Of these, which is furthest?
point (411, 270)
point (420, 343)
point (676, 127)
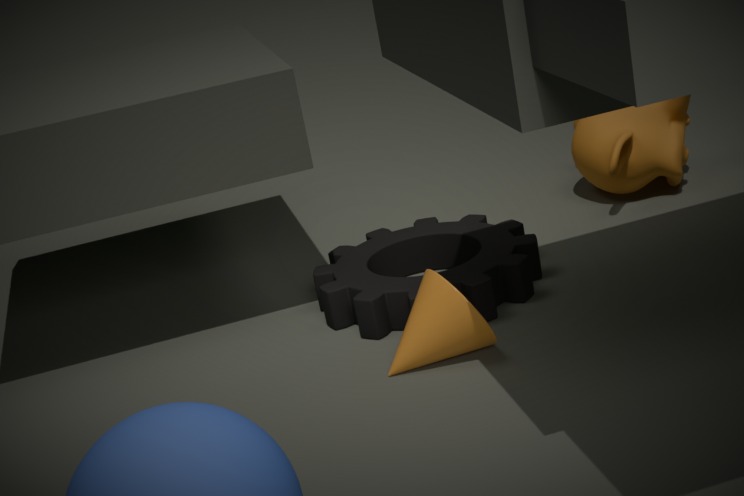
point (676, 127)
